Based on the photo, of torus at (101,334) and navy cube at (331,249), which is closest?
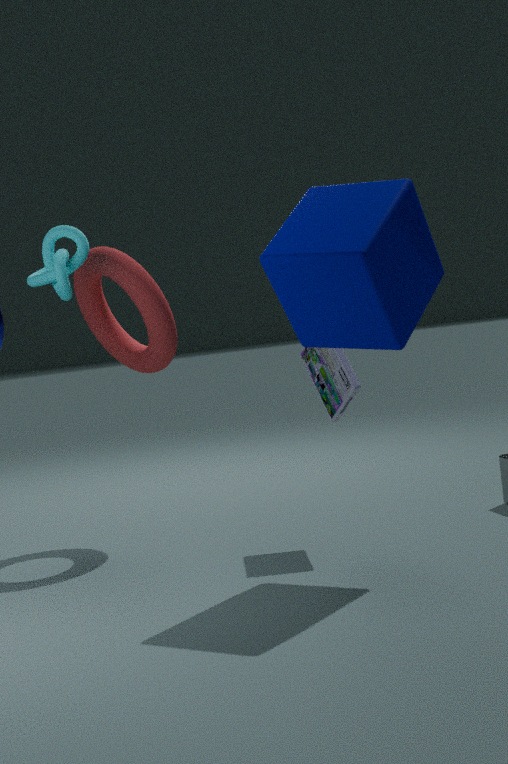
navy cube at (331,249)
